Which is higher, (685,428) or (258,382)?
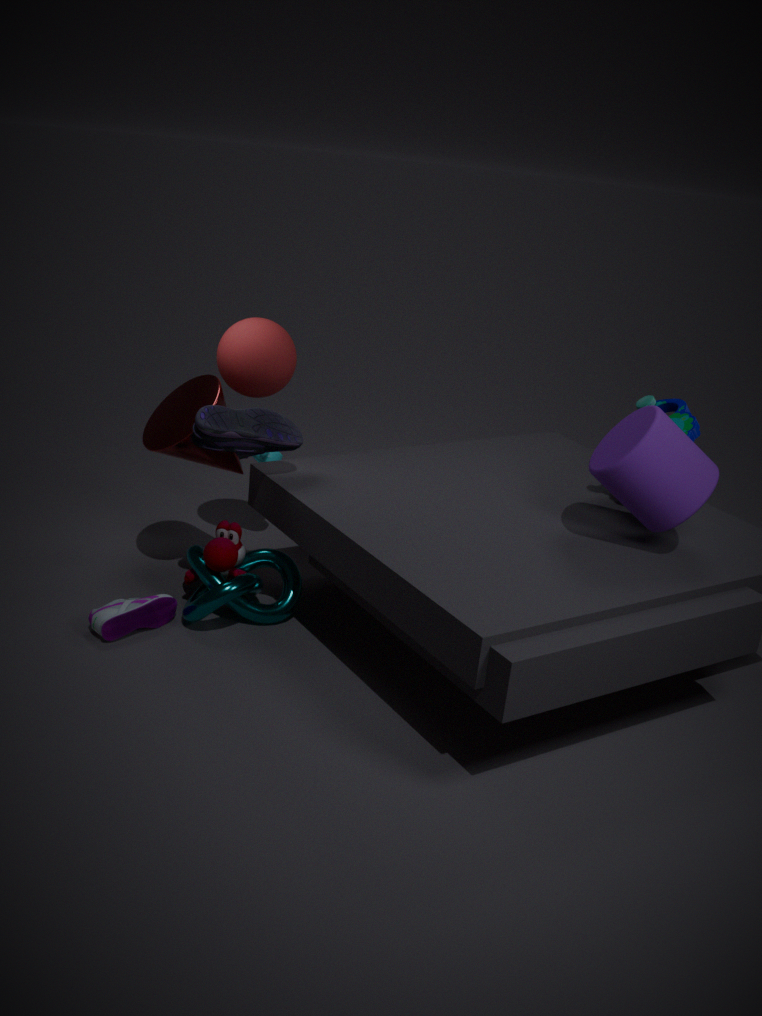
(258,382)
